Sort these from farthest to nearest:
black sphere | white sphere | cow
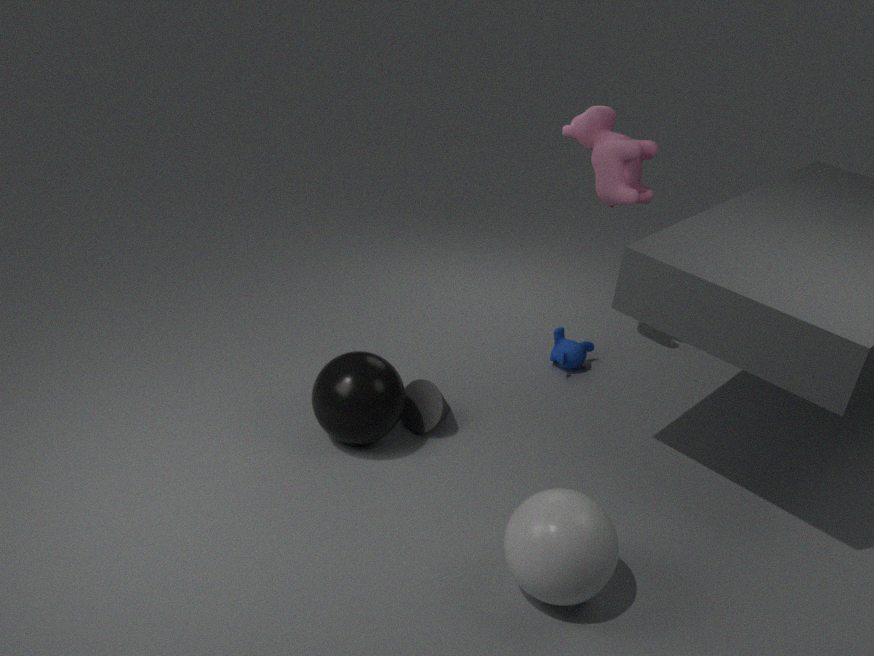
cow → black sphere → white sphere
